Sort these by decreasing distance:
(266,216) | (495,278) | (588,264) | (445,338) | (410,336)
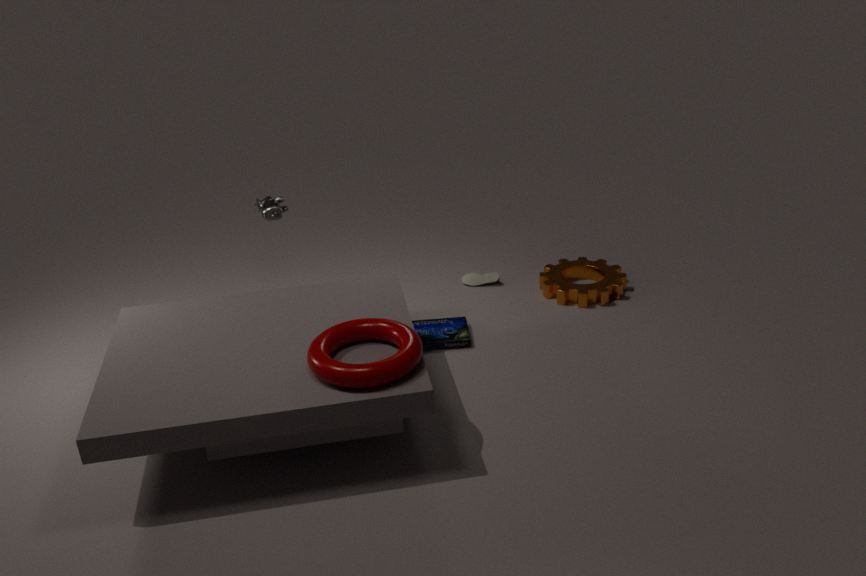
(495,278) < (588,264) < (445,338) < (266,216) < (410,336)
